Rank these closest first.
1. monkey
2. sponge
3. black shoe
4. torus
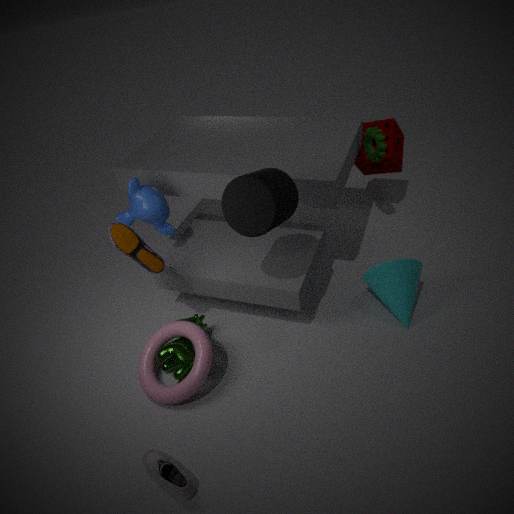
black shoe
torus
monkey
sponge
